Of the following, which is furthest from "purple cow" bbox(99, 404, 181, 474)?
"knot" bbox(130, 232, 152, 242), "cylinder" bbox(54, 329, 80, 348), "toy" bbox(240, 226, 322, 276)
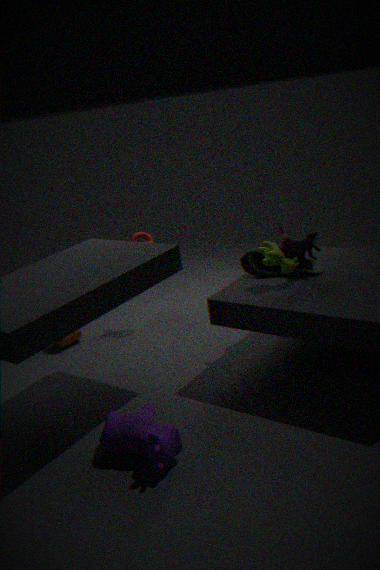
"knot" bbox(130, 232, 152, 242)
